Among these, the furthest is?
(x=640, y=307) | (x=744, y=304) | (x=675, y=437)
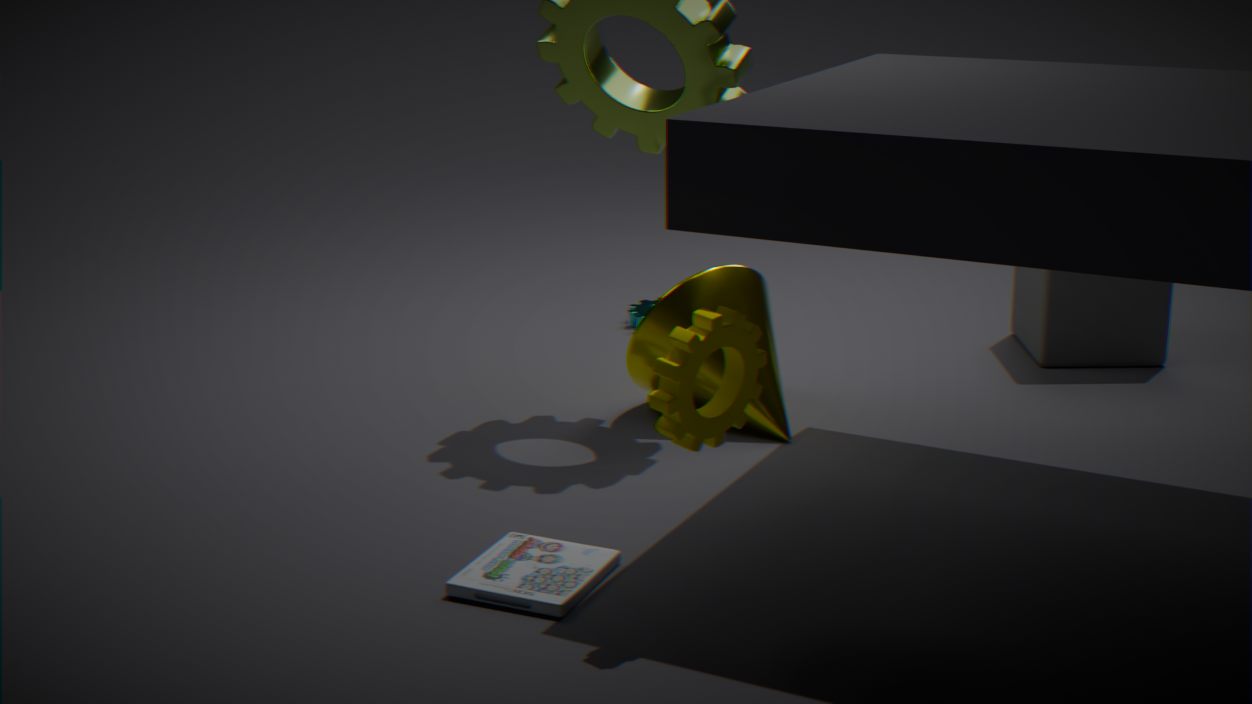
(x=640, y=307)
